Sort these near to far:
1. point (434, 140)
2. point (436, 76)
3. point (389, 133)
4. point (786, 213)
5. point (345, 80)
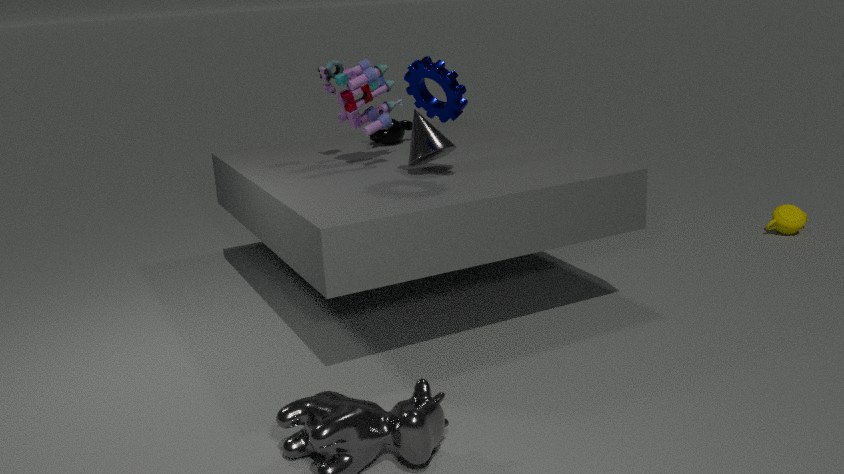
point (436, 76) → point (434, 140) → point (345, 80) → point (389, 133) → point (786, 213)
